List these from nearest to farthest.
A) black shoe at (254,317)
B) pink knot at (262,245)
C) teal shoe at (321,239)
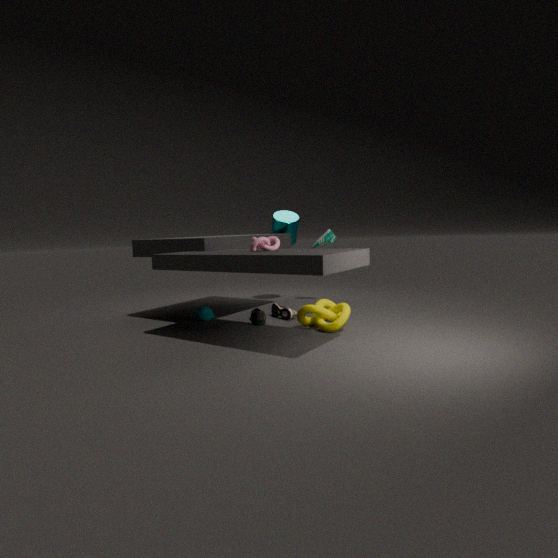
B. pink knot at (262,245), A. black shoe at (254,317), C. teal shoe at (321,239)
